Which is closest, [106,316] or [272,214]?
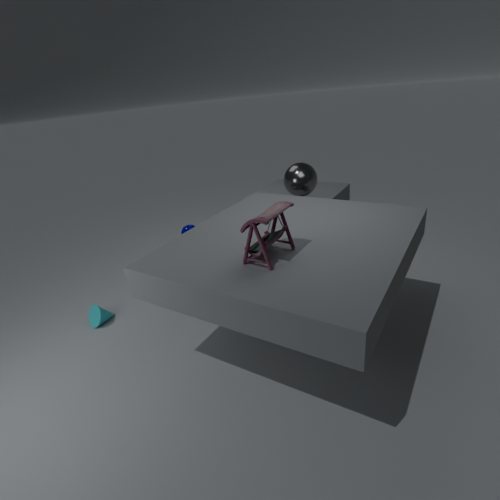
[272,214]
